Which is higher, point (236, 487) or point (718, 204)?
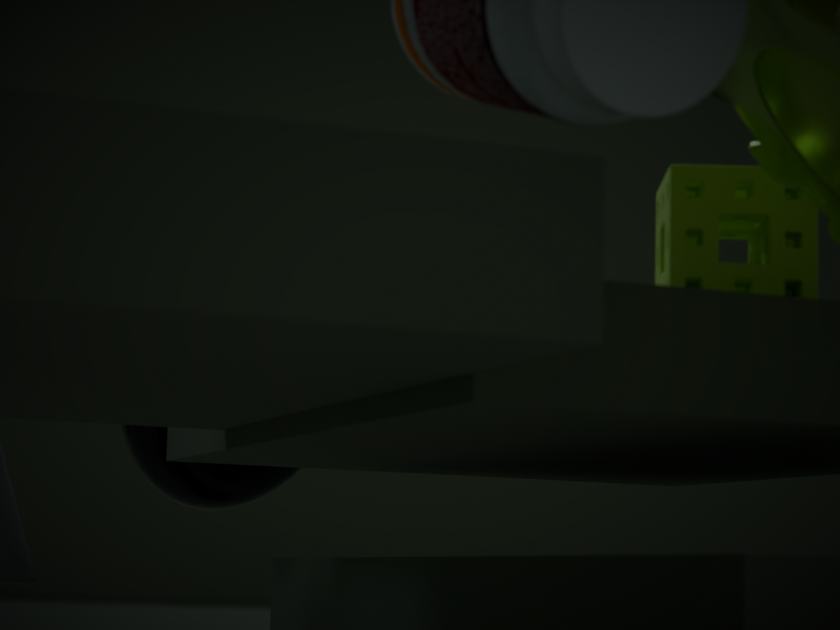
point (718, 204)
